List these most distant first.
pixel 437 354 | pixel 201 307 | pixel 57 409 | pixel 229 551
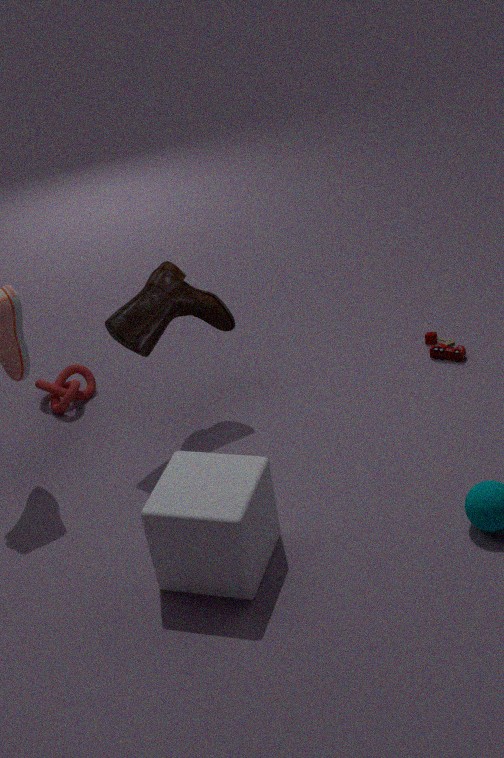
1. pixel 57 409
2. pixel 437 354
3. pixel 201 307
4. pixel 229 551
